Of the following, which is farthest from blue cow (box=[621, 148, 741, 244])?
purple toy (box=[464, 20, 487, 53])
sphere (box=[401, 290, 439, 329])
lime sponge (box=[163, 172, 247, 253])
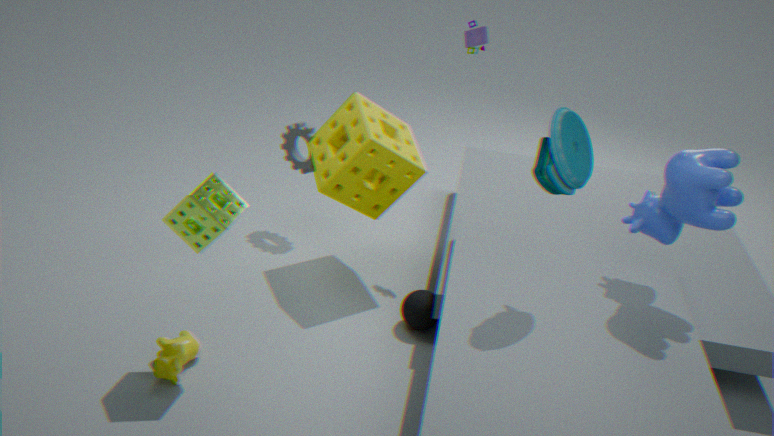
lime sponge (box=[163, 172, 247, 253])
